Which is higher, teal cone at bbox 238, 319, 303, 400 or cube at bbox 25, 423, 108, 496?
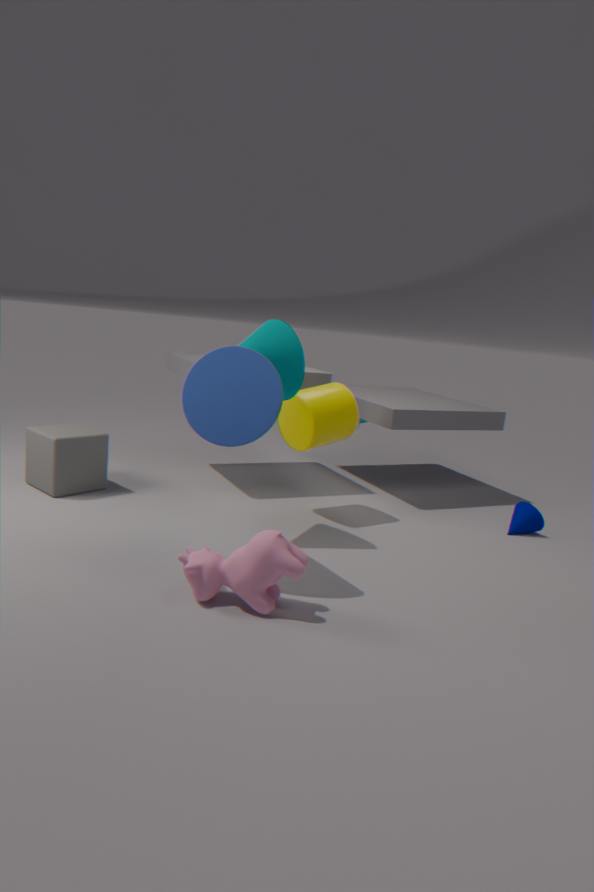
teal cone at bbox 238, 319, 303, 400
